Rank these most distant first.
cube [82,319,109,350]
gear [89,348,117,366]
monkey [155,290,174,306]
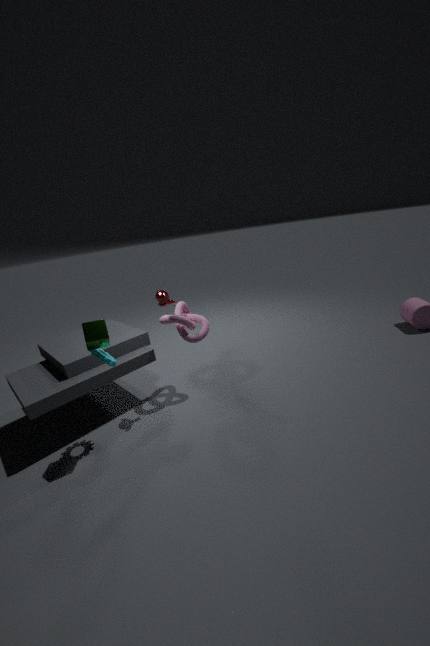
1. monkey [155,290,174,306]
2. gear [89,348,117,366]
3. cube [82,319,109,350]
